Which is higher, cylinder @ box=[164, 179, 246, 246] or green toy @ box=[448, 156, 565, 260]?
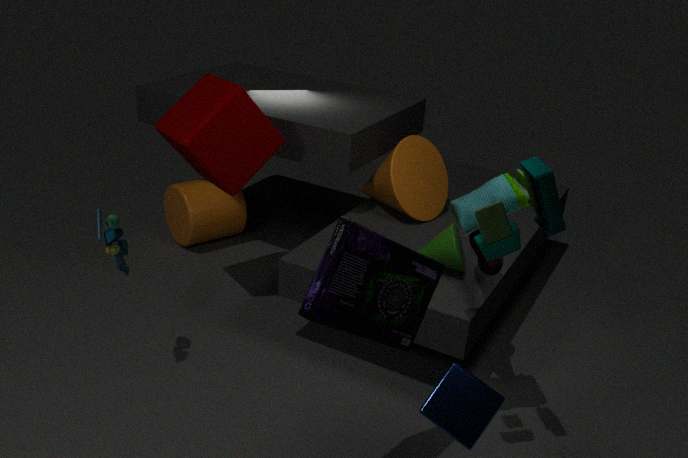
green toy @ box=[448, 156, 565, 260]
